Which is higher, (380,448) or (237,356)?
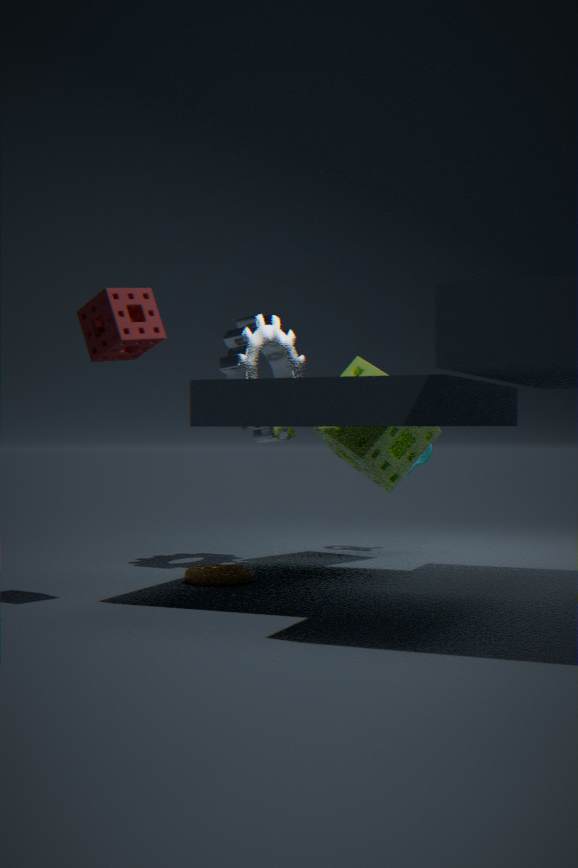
(237,356)
